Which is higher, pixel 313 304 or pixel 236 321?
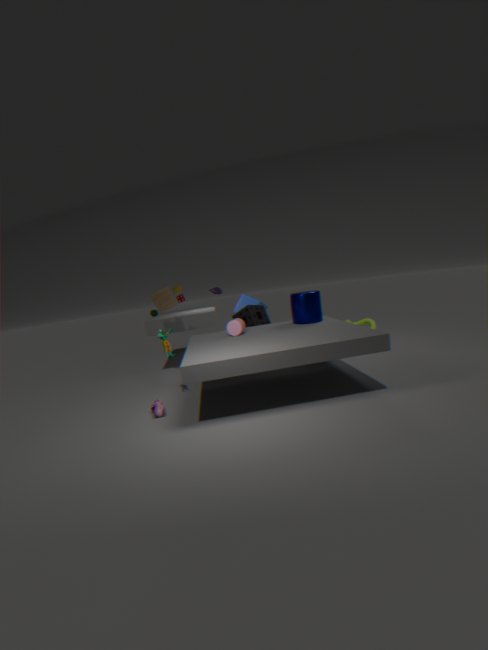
pixel 313 304
